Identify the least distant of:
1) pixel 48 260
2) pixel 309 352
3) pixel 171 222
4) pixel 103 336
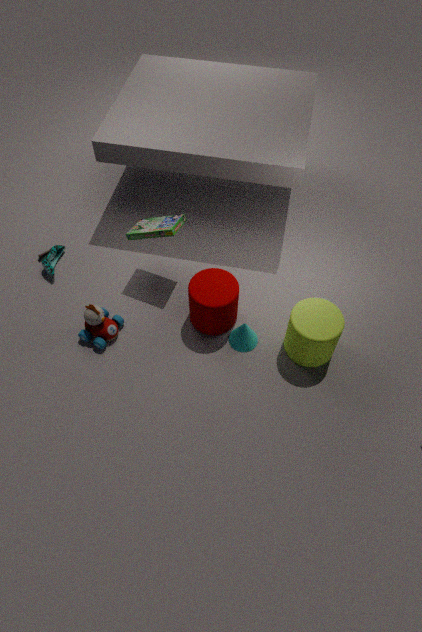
2. pixel 309 352
